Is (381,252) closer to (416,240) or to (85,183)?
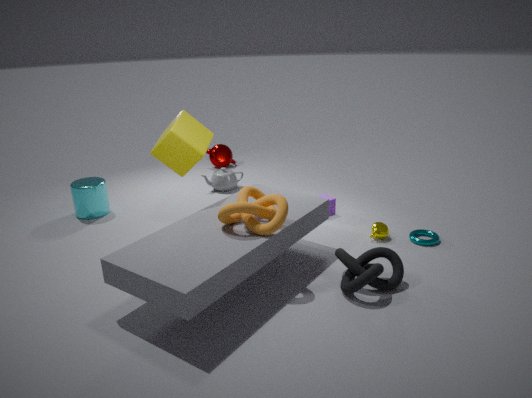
(416,240)
